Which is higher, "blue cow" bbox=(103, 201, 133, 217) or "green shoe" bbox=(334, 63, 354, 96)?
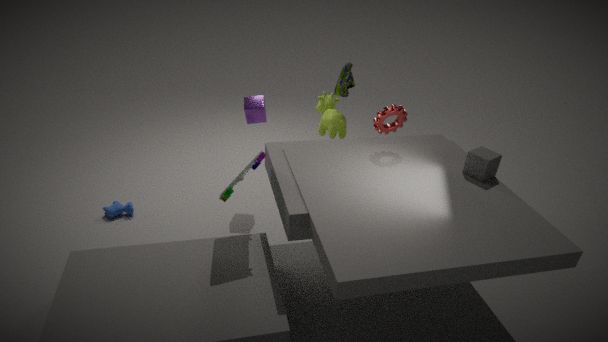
"green shoe" bbox=(334, 63, 354, 96)
